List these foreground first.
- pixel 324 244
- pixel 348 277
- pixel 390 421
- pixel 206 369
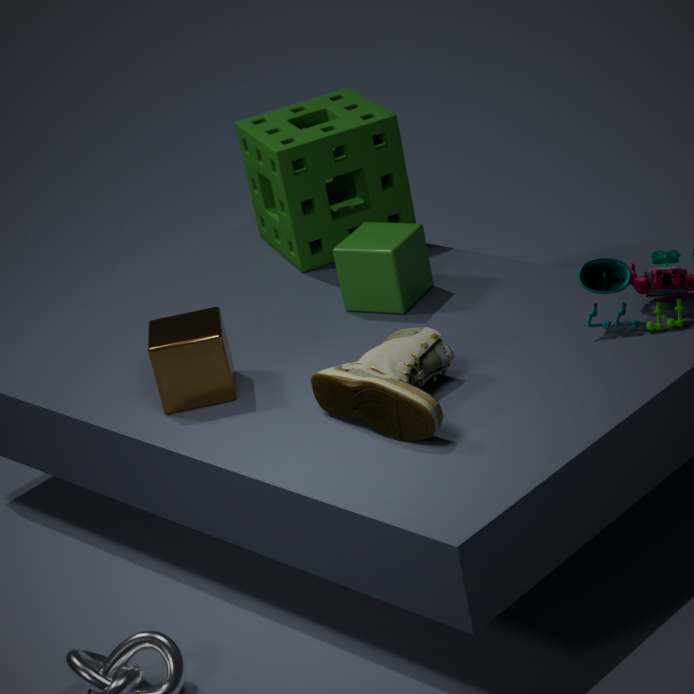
pixel 390 421, pixel 206 369, pixel 348 277, pixel 324 244
